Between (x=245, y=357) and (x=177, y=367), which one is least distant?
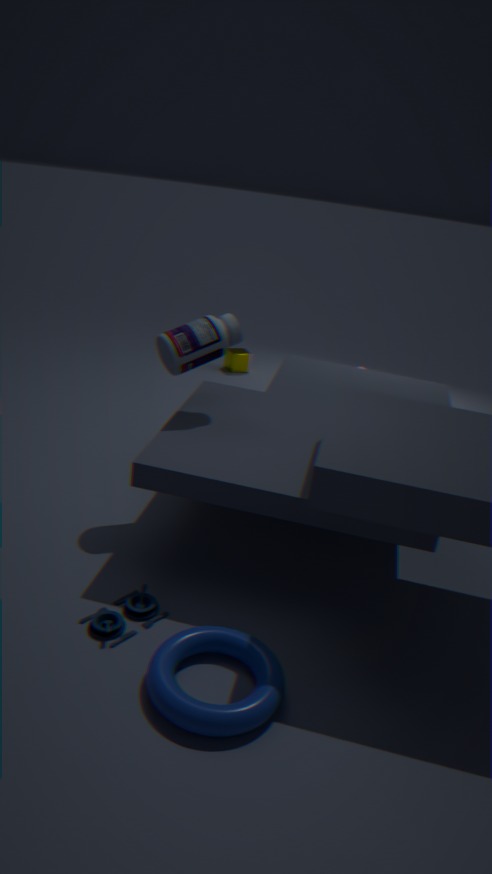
(x=177, y=367)
